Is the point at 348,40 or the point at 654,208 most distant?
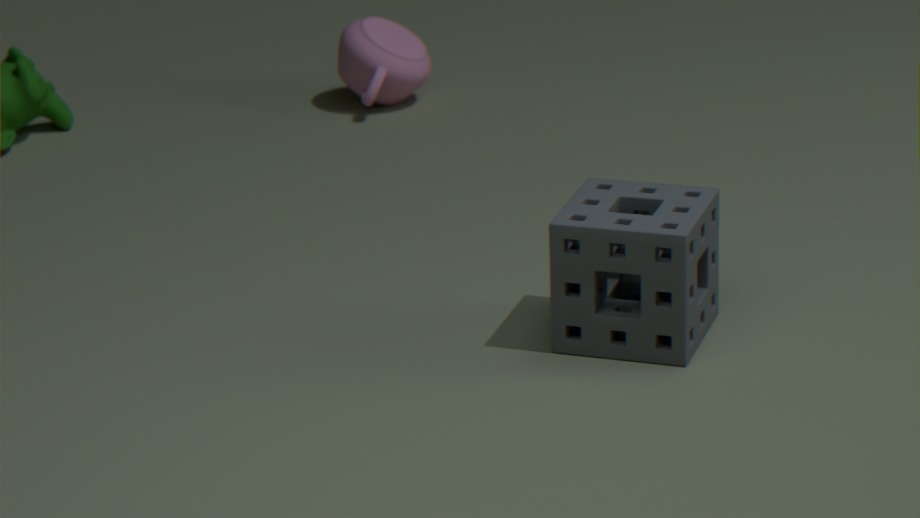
the point at 348,40
